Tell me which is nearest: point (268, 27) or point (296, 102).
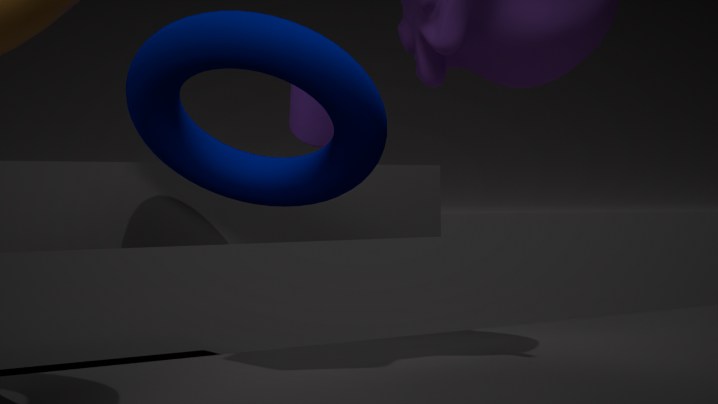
point (268, 27)
